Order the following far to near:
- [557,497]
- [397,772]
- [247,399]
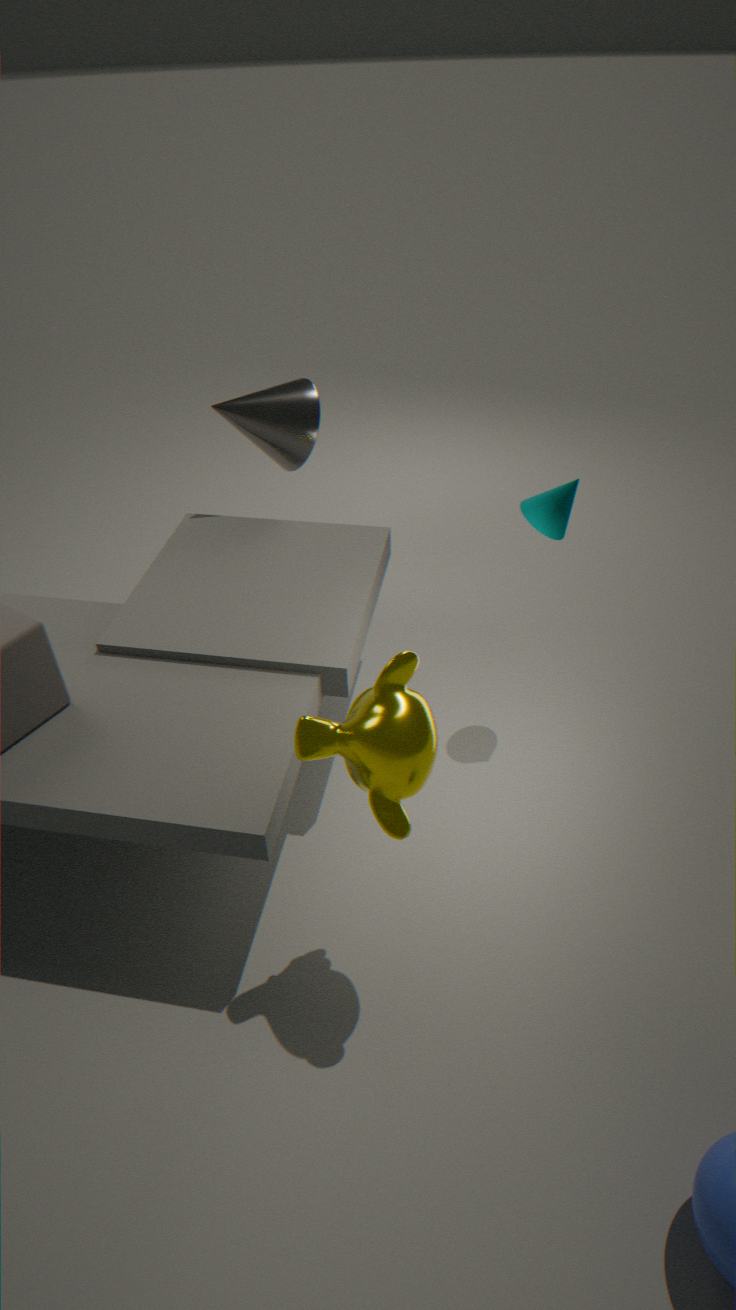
[247,399]
[557,497]
[397,772]
